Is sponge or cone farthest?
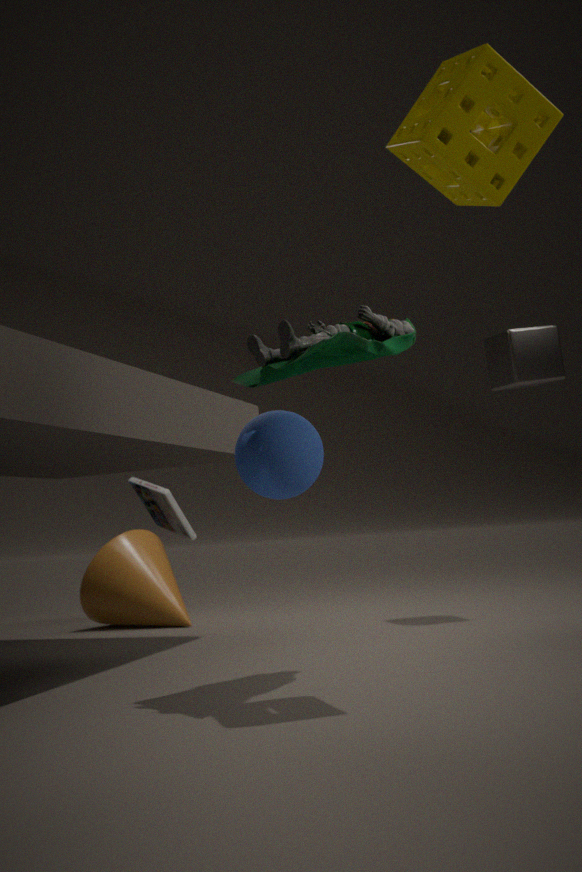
cone
